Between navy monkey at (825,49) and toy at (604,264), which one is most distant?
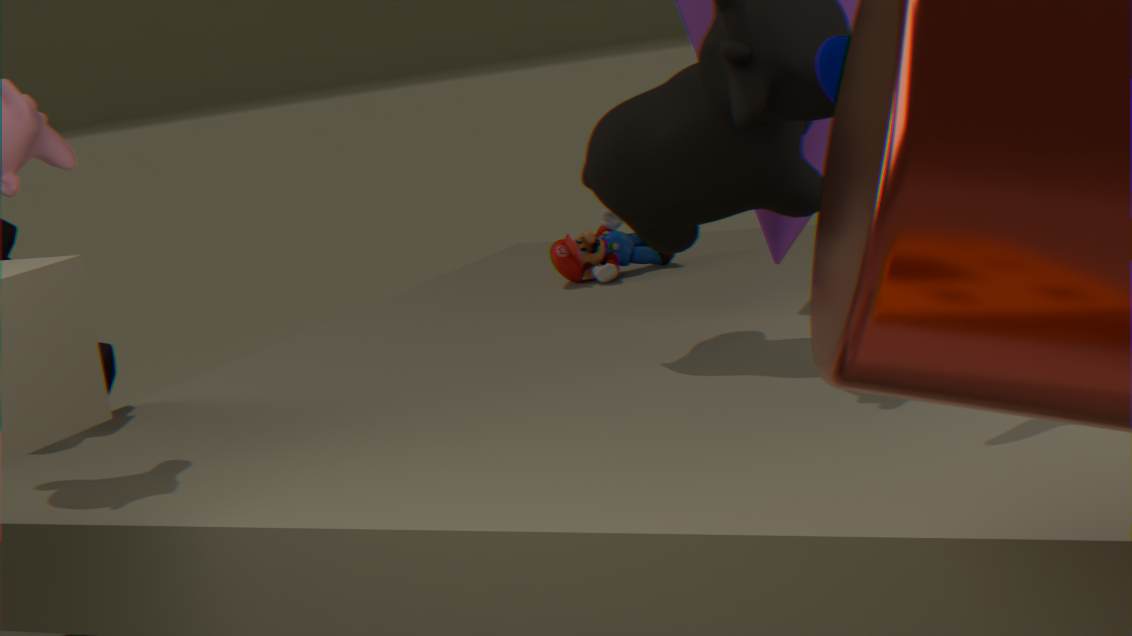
toy at (604,264)
